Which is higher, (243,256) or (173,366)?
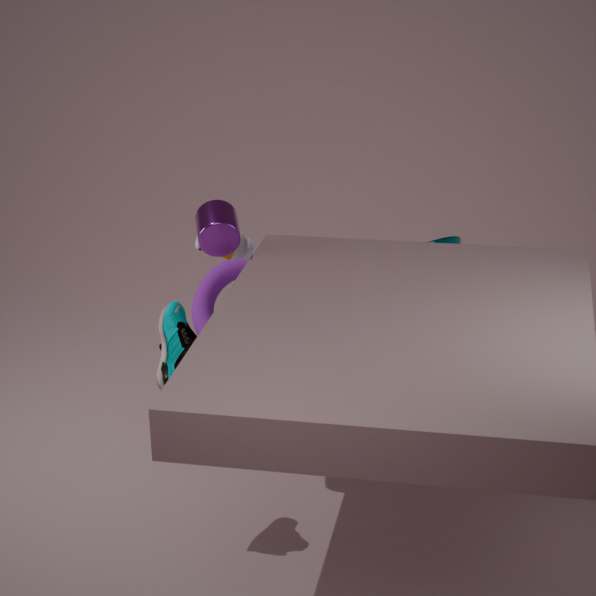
(243,256)
